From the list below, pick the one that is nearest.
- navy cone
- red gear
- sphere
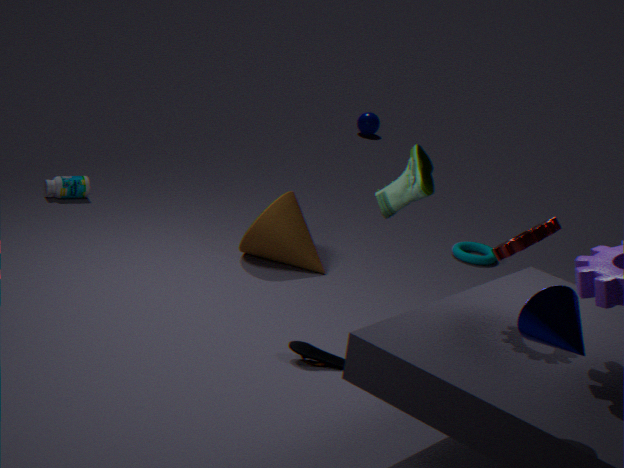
navy cone
